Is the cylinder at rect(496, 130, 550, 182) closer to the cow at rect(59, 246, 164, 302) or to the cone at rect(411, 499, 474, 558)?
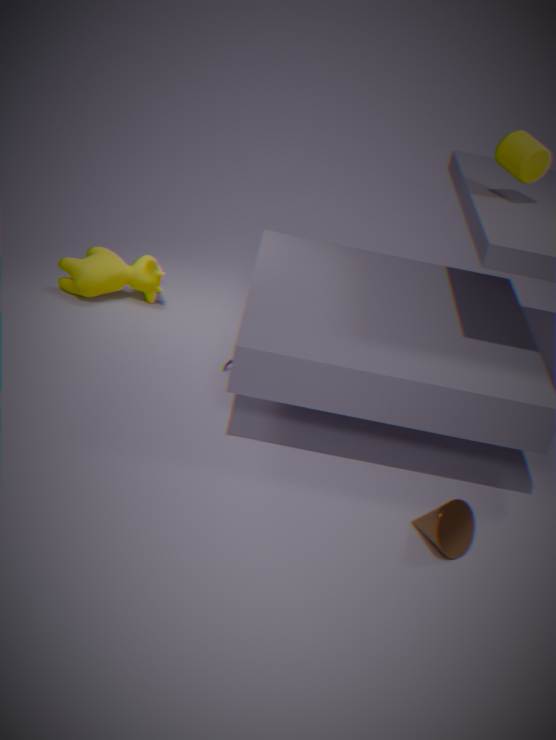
the cone at rect(411, 499, 474, 558)
